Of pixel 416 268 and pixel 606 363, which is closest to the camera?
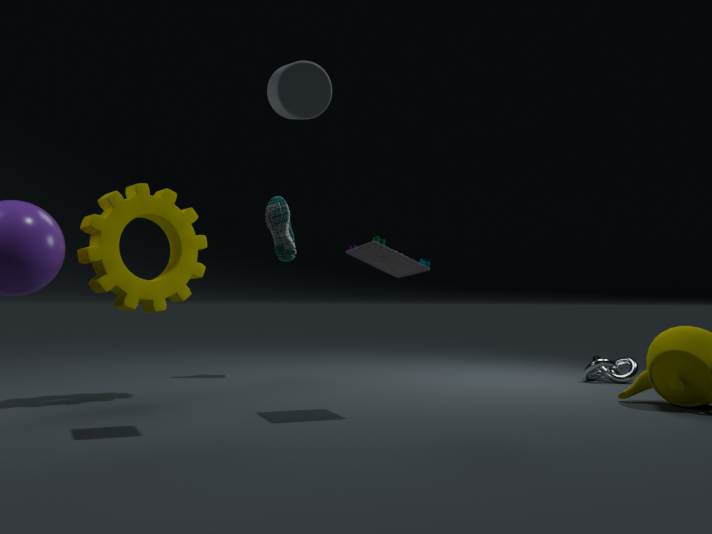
pixel 416 268
